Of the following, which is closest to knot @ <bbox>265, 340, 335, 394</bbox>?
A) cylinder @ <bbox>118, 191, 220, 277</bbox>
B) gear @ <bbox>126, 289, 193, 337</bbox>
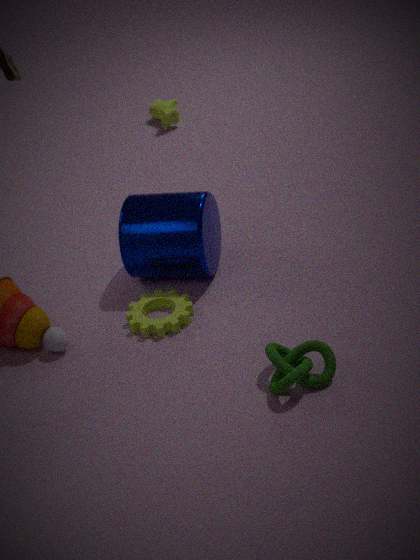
gear @ <bbox>126, 289, 193, 337</bbox>
